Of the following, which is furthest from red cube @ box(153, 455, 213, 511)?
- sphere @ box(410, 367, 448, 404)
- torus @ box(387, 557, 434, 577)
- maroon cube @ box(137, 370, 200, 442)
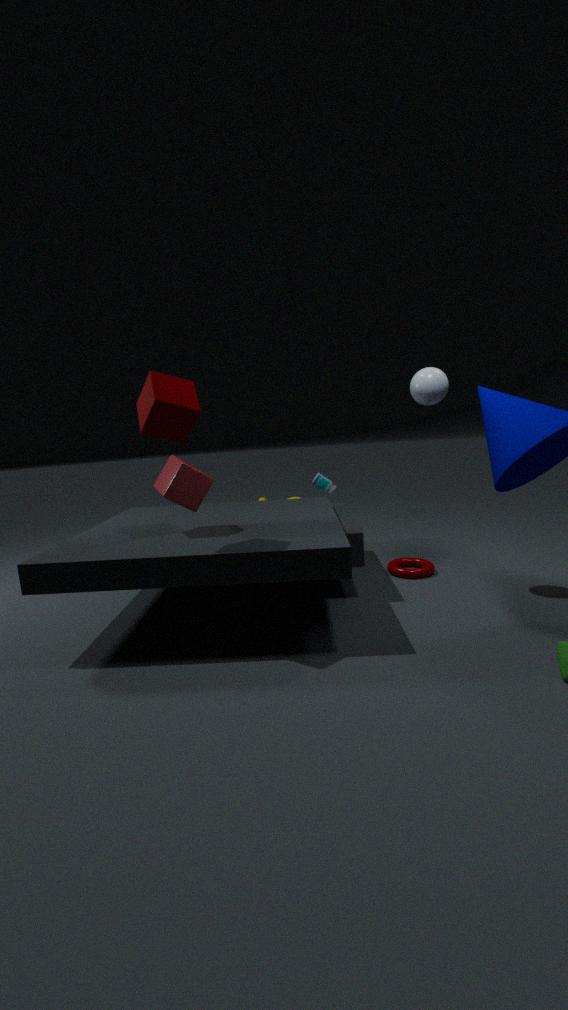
torus @ box(387, 557, 434, 577)
